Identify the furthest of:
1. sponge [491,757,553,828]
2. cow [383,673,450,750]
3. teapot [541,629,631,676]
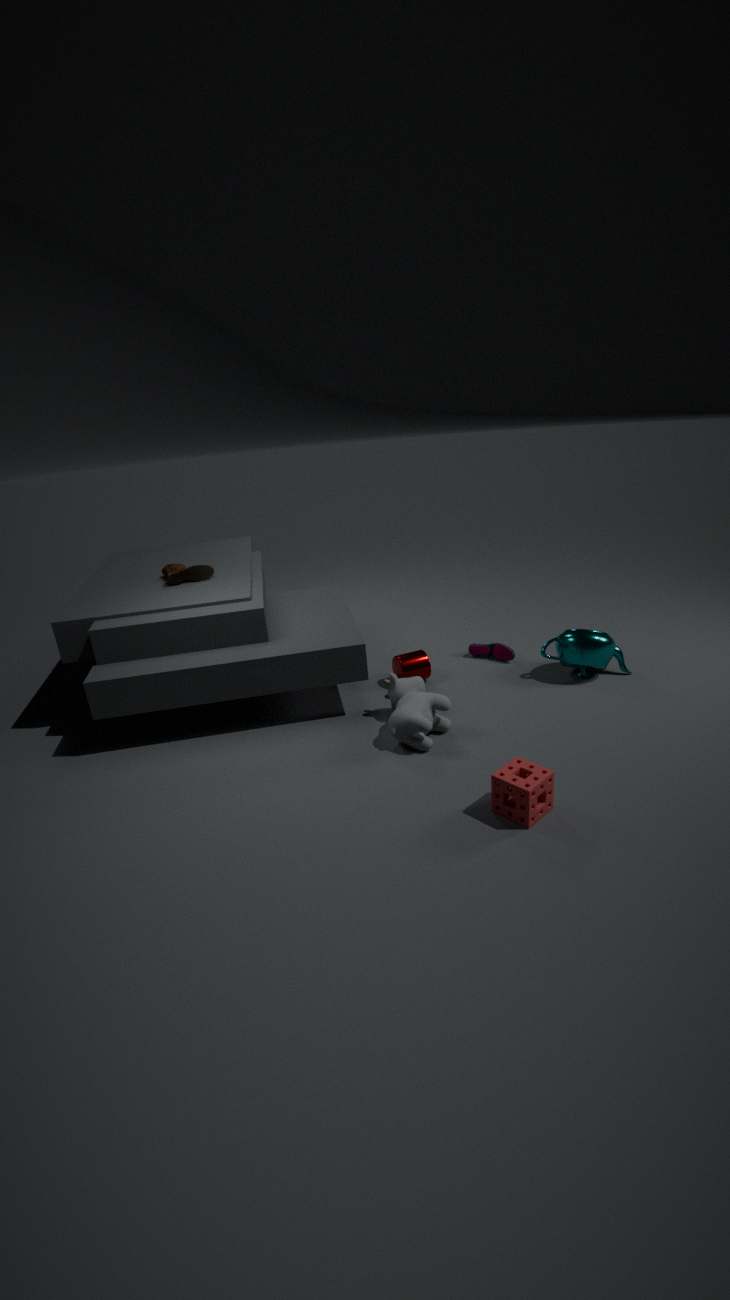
teapot [541,629,631,676]
